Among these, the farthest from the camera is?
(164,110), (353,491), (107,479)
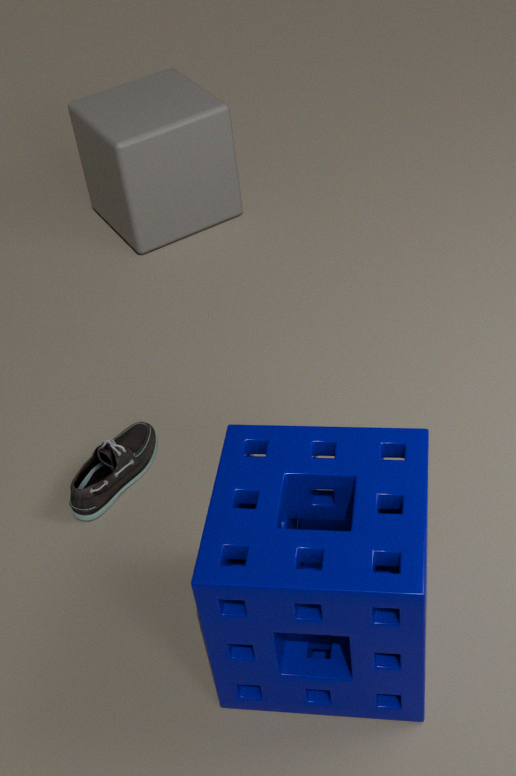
(164,110)
